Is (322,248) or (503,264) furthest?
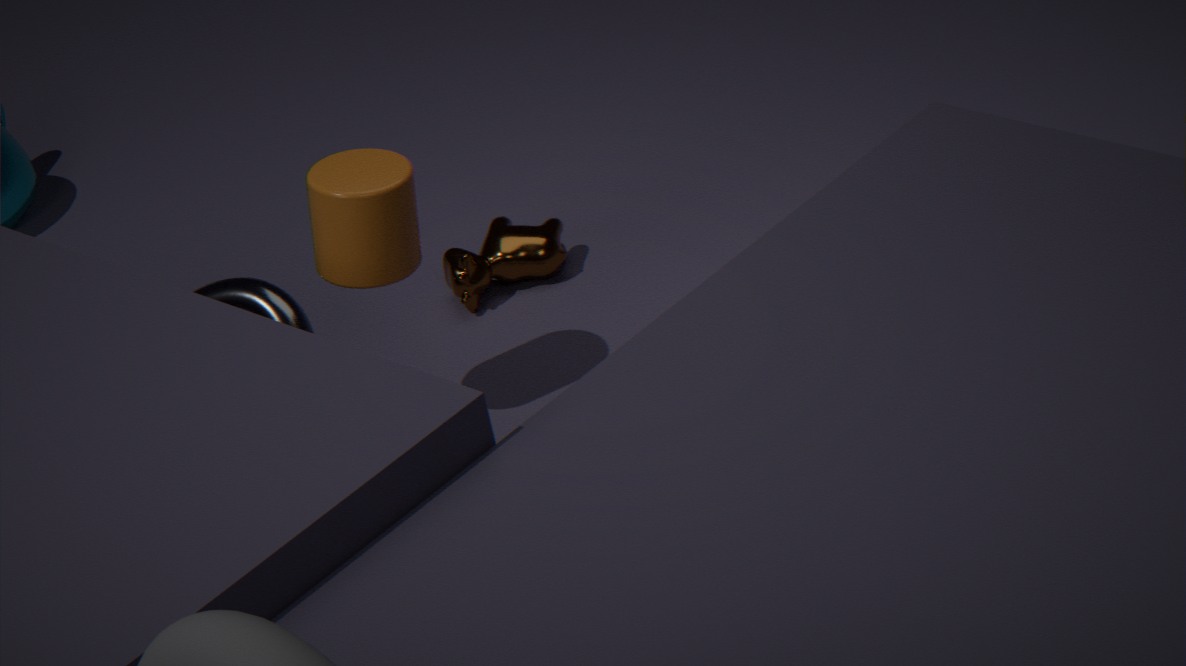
(503,264)
